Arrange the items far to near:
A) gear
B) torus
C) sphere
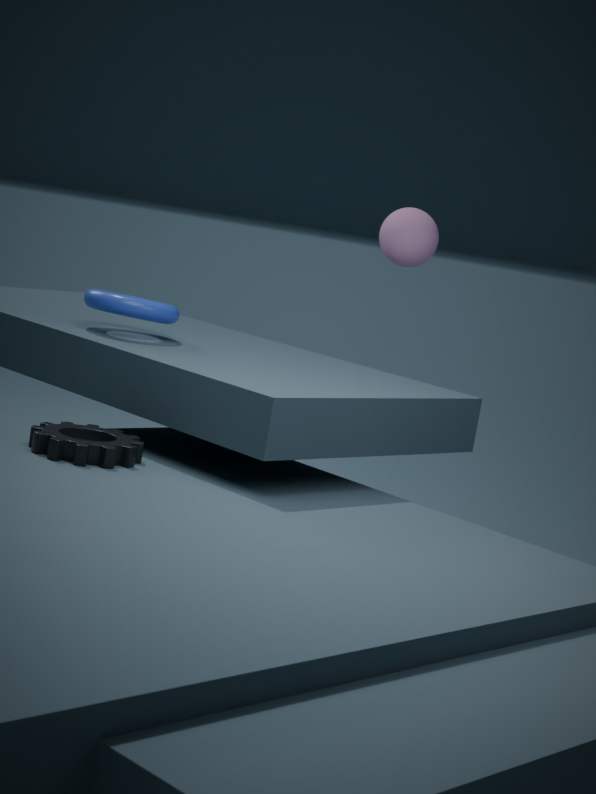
sphere < torus < gear
